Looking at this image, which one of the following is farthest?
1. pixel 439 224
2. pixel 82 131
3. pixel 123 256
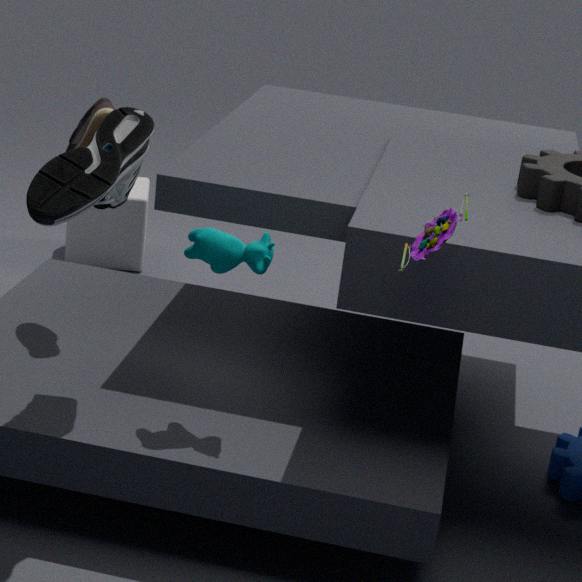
pixel 123 256
